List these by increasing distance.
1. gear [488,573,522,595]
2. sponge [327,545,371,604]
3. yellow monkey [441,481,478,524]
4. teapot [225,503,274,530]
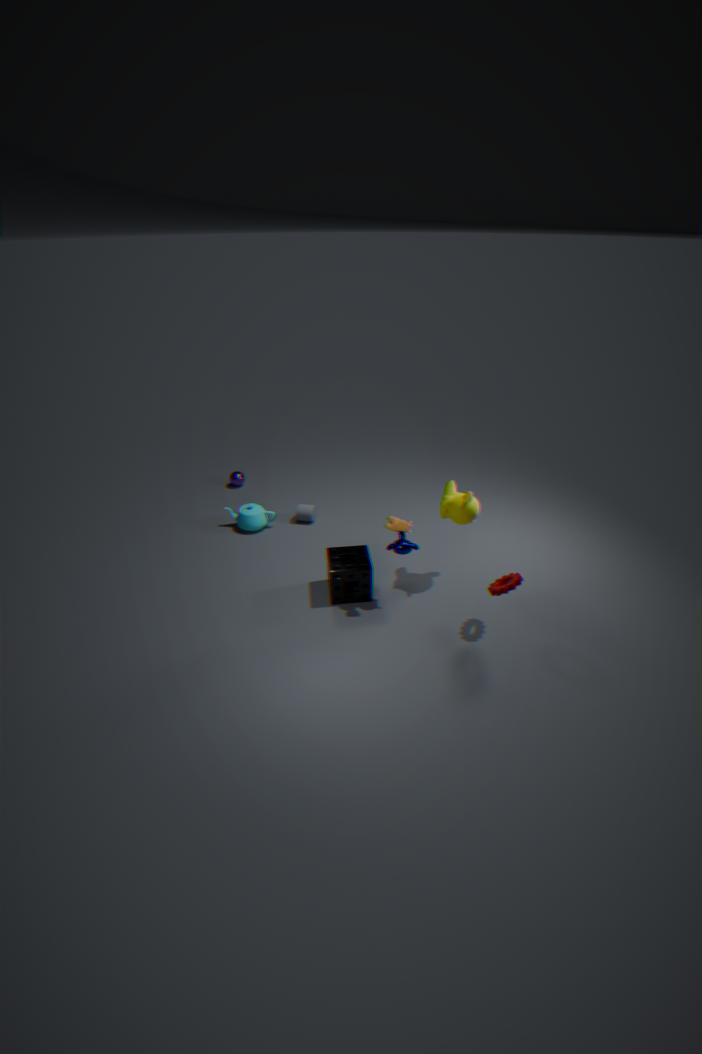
gear [488,573,522,595]
yellow monkey [441,481,478,524]
sponge [327,545,371,604]
teapot [225,503,274,530]
